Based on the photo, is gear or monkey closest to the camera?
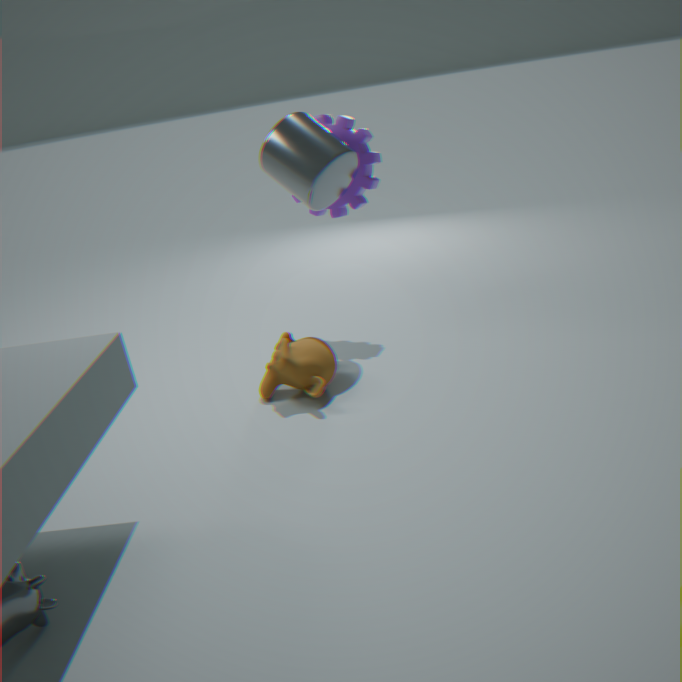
monkey
